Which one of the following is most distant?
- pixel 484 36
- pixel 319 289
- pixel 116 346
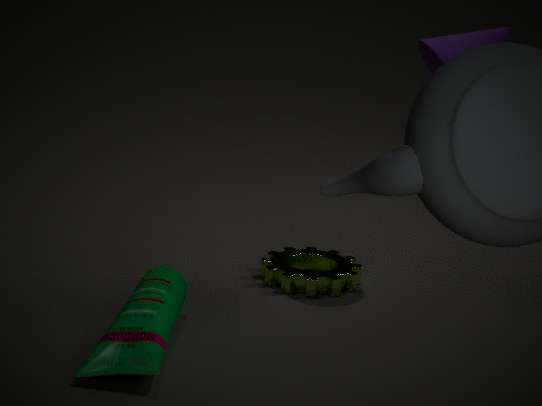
Answer: pixel 319 289
